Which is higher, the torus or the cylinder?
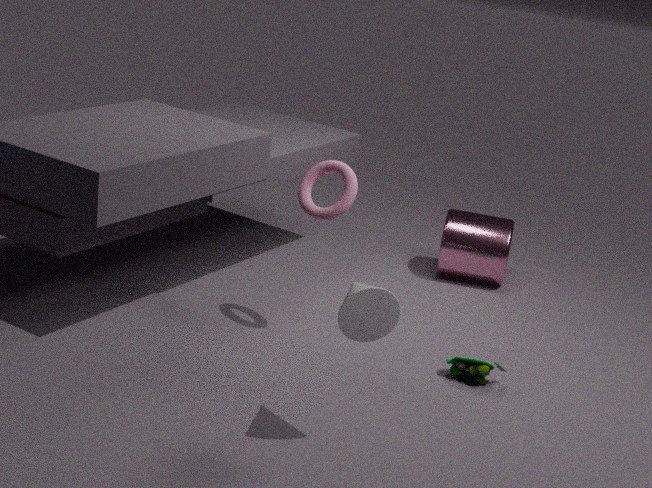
the torus
